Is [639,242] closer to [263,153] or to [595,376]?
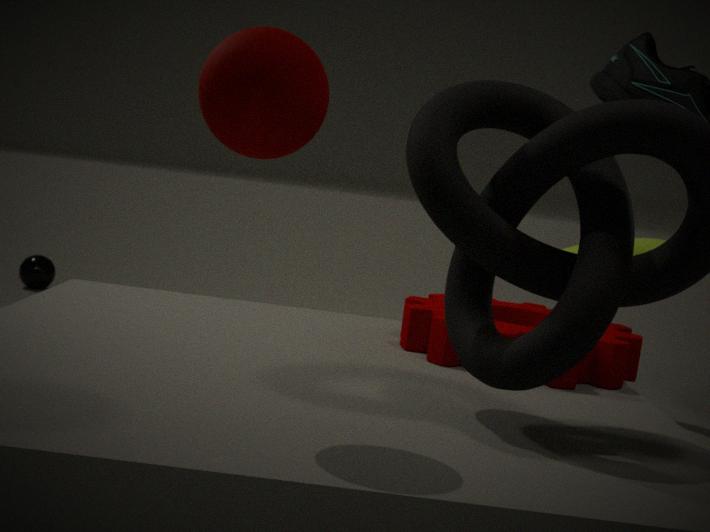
[595,376]
